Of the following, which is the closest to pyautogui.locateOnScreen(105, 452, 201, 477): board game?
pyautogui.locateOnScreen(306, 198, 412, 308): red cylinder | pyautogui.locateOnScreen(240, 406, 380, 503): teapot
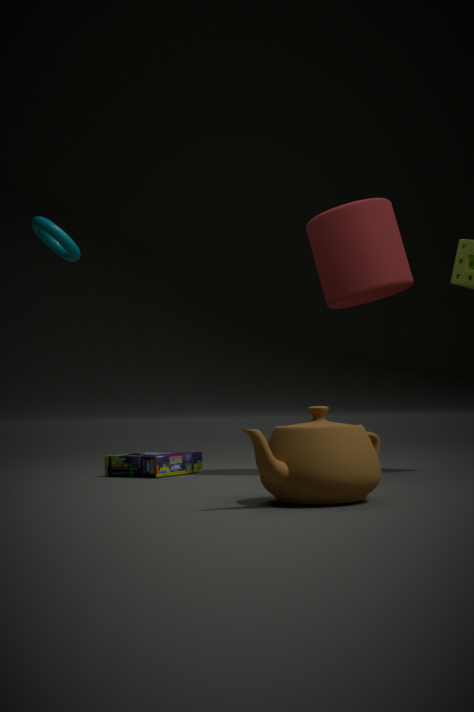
pyautogui.locateOnScreen(306, 198, 412, 308): red cylinder
